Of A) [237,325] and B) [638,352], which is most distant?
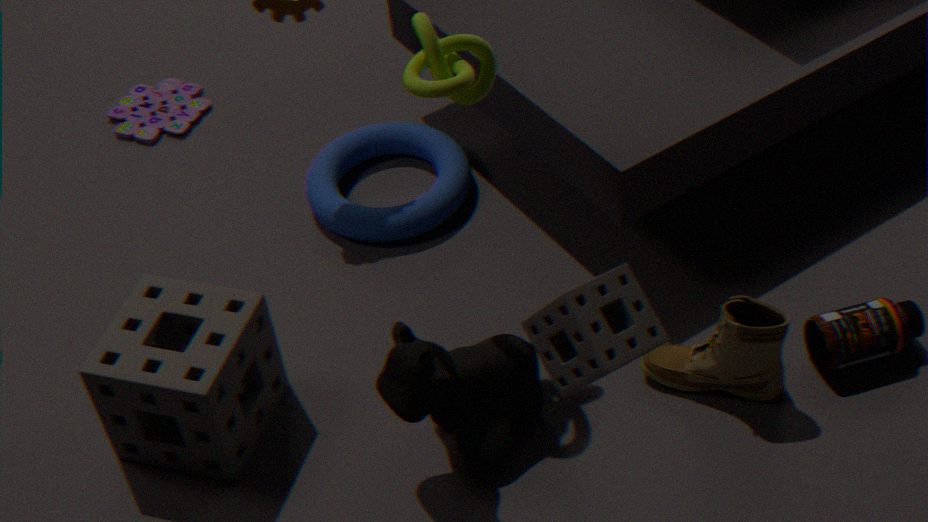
A. [237,325]
